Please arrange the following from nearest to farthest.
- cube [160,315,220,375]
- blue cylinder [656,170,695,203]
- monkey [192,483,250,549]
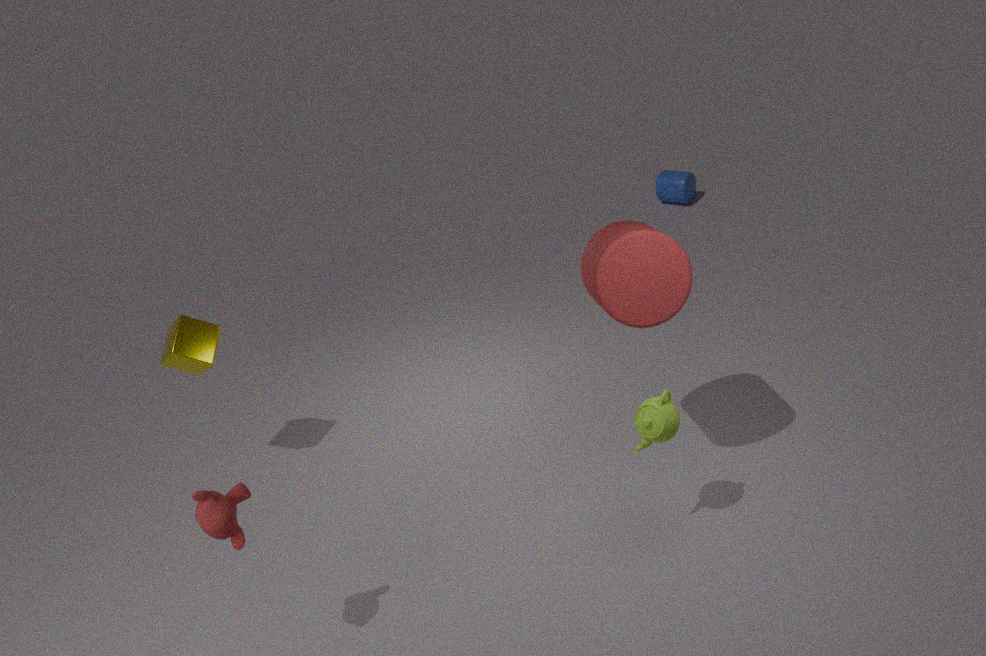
1. monkey [192,483,250,549]
2. cube [160,315,220,375]
3. blue cylinder [656,170,695,203]
